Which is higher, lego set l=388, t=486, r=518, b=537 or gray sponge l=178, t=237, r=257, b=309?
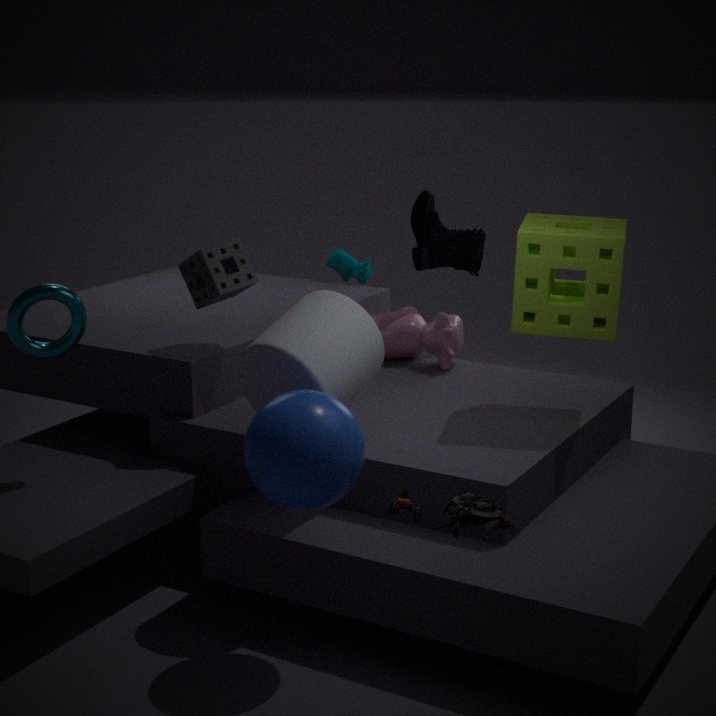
gray sponge l=178, t=237, r=257, b=309
